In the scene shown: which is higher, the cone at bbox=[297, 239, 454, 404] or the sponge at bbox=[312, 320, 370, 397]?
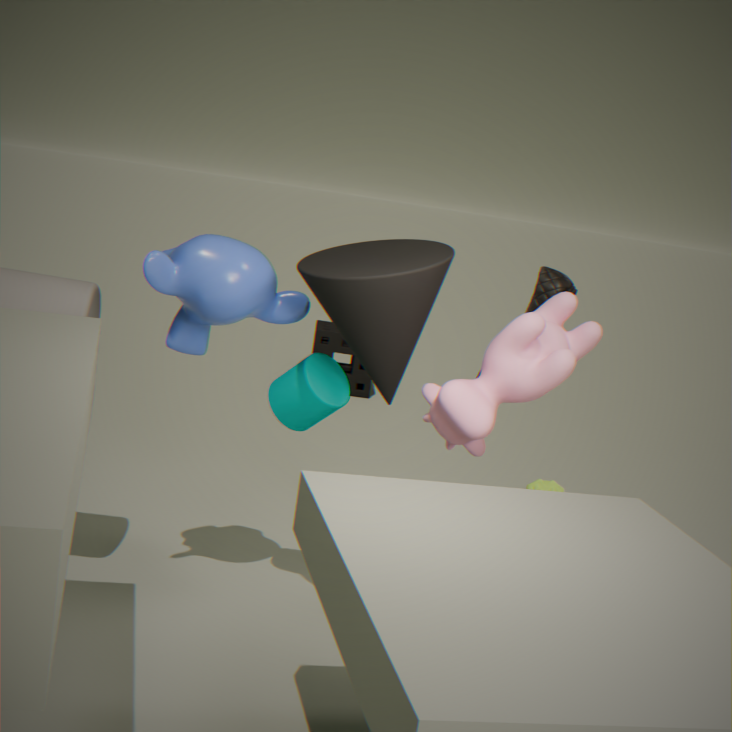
the cone at bbox=[297, 239, 454, 404]
